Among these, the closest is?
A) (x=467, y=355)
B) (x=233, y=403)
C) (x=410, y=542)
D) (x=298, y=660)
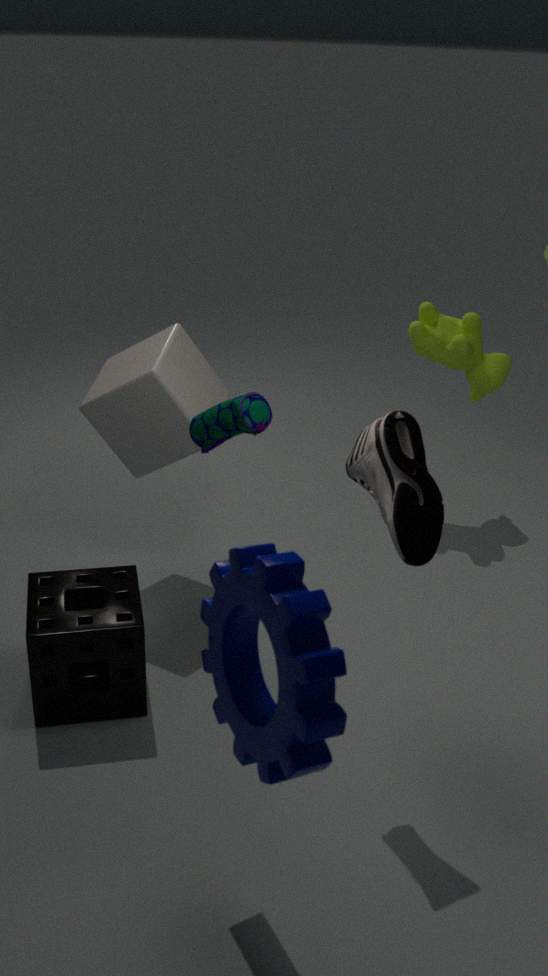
(x=298, y=660)
